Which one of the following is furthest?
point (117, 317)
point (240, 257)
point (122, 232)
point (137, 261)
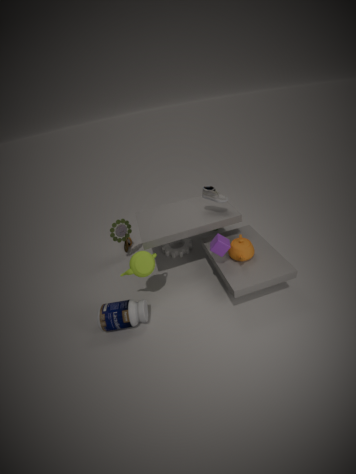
point (122, 232)
